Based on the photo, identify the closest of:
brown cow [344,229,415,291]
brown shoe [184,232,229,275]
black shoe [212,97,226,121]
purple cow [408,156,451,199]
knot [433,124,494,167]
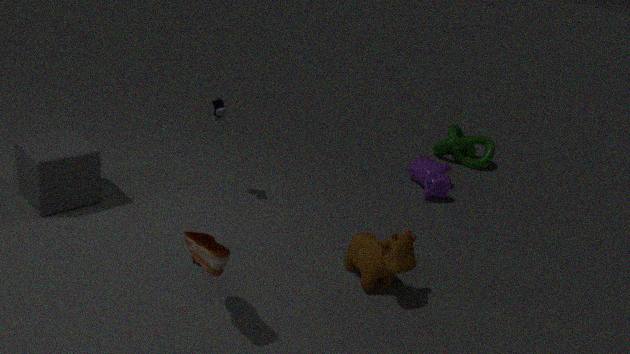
brown shoe [184,232,229,275]
